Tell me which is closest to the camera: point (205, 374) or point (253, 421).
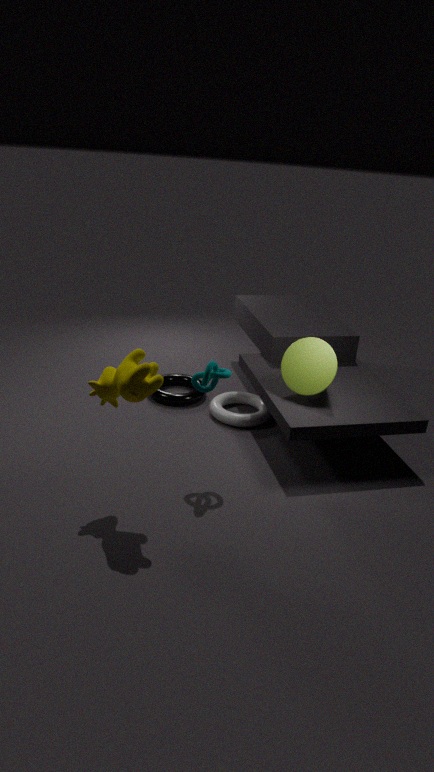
point (205, 374)
